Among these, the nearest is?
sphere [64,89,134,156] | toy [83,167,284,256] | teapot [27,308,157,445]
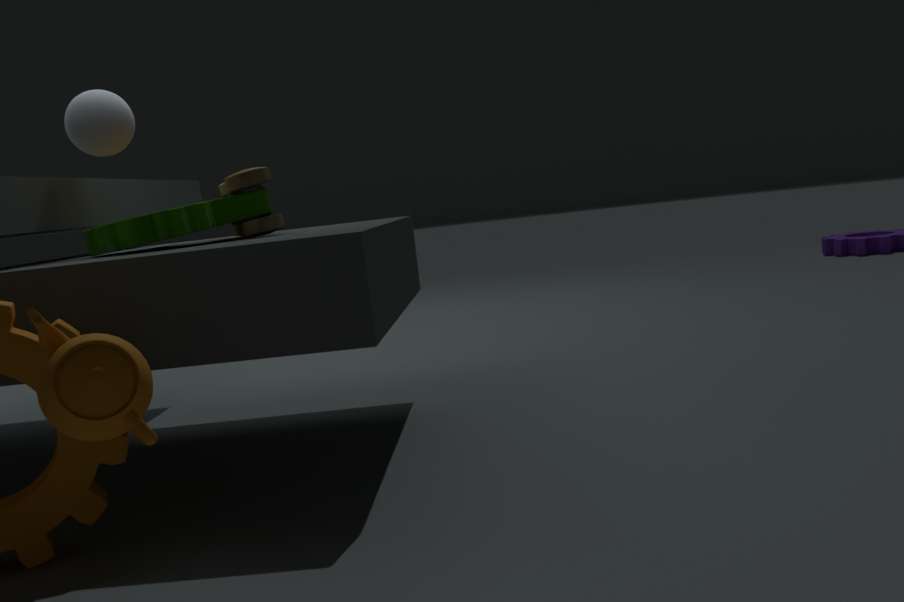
teapot [27,308,157,445]
